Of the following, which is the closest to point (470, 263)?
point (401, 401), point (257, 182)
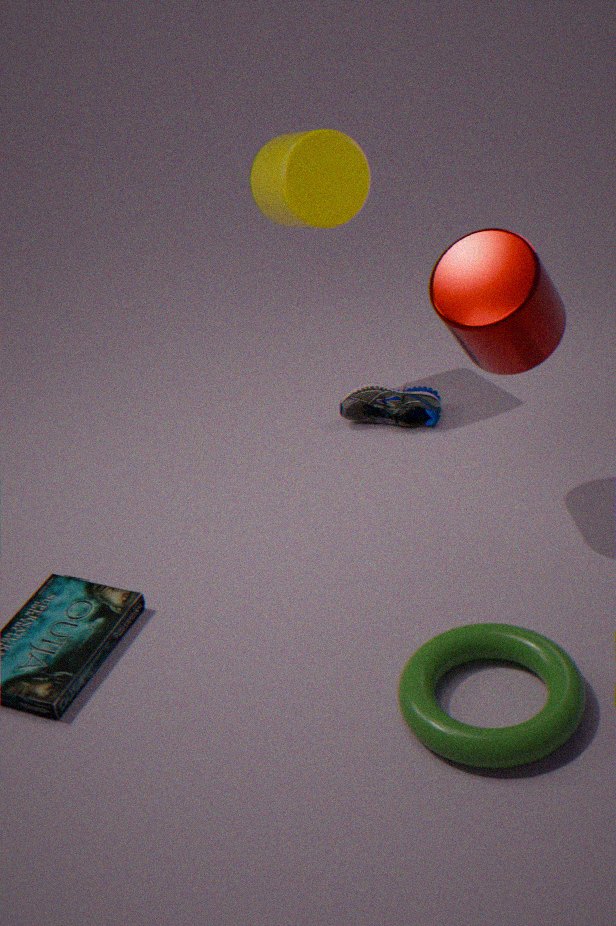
point (401, 401)
